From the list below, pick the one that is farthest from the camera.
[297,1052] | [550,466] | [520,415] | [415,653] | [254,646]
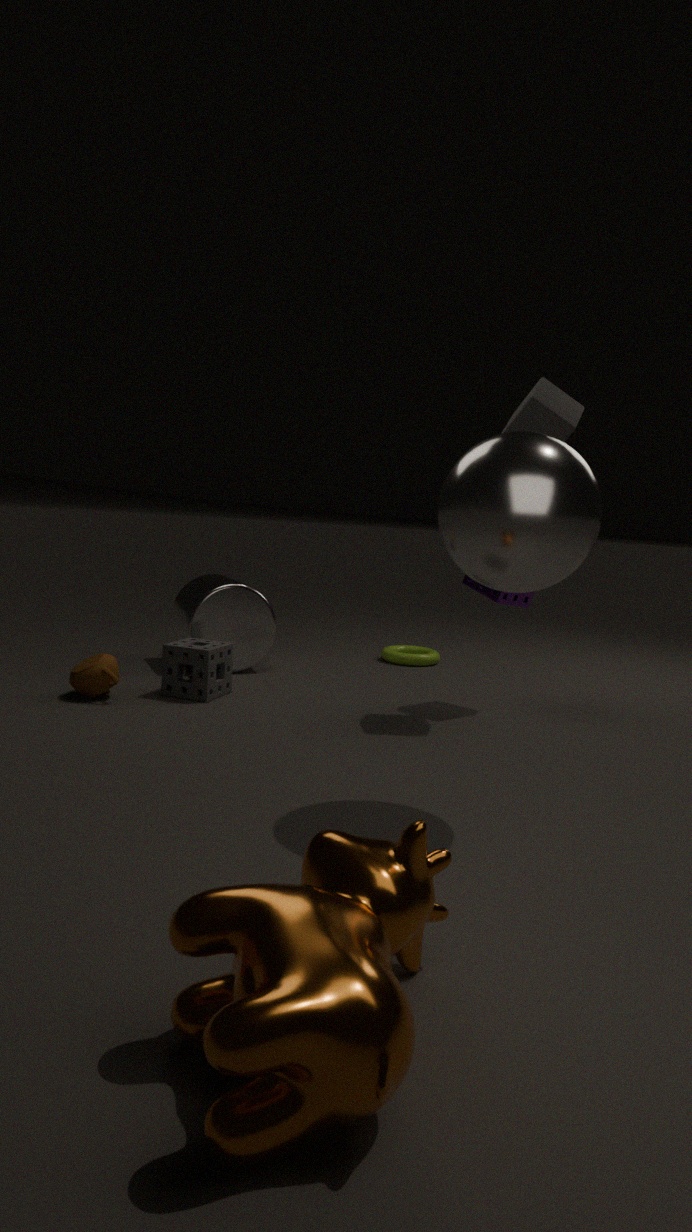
[415,653]
